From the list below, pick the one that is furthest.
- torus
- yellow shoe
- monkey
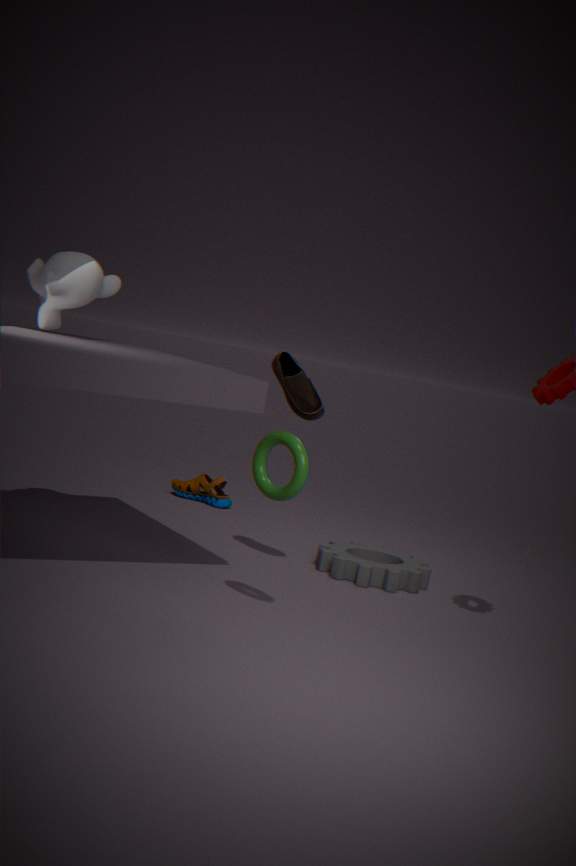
yellow shoe
